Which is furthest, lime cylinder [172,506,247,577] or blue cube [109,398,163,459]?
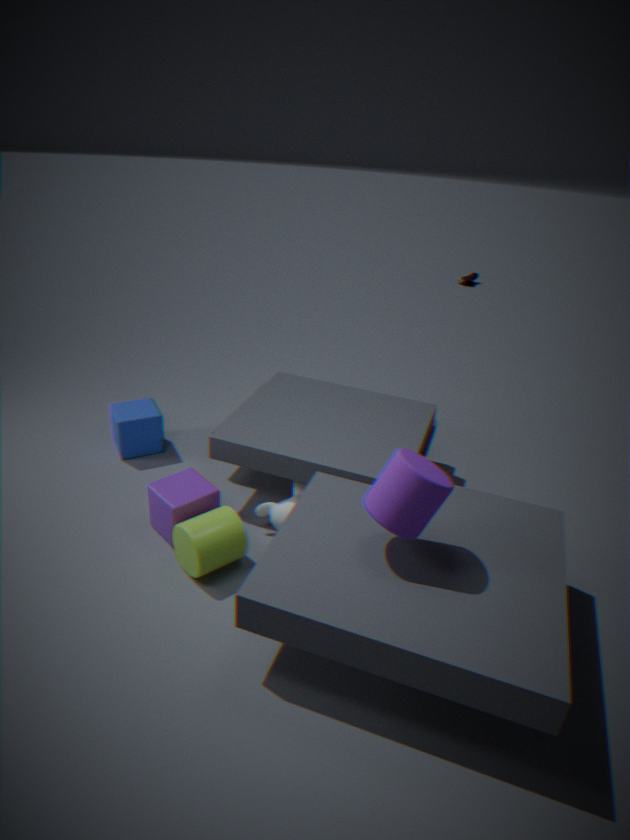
blue cube [109,398,163,459]
